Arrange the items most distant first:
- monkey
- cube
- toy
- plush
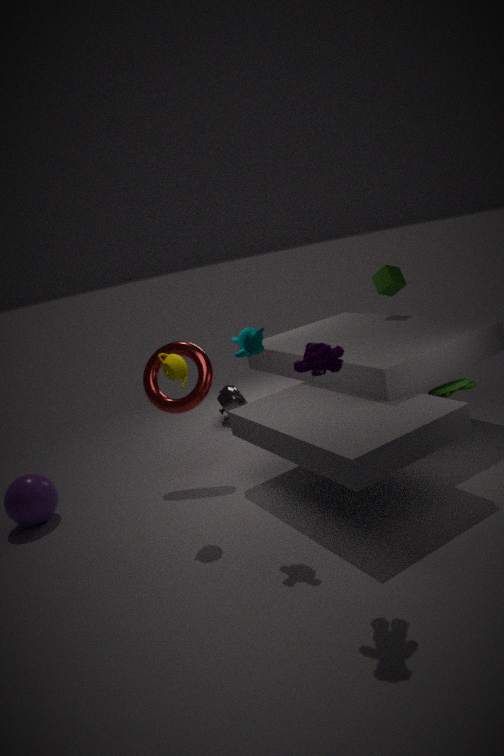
cube
toy
monkey
plush
